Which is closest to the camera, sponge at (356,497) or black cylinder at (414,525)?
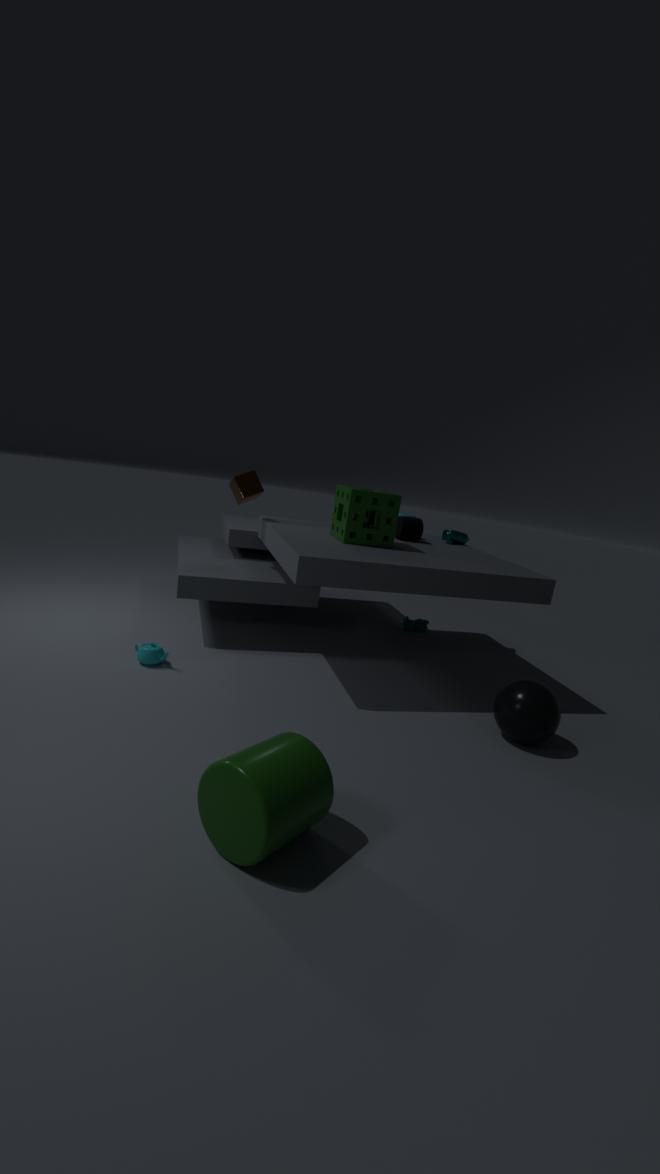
sponge at (356,497)
